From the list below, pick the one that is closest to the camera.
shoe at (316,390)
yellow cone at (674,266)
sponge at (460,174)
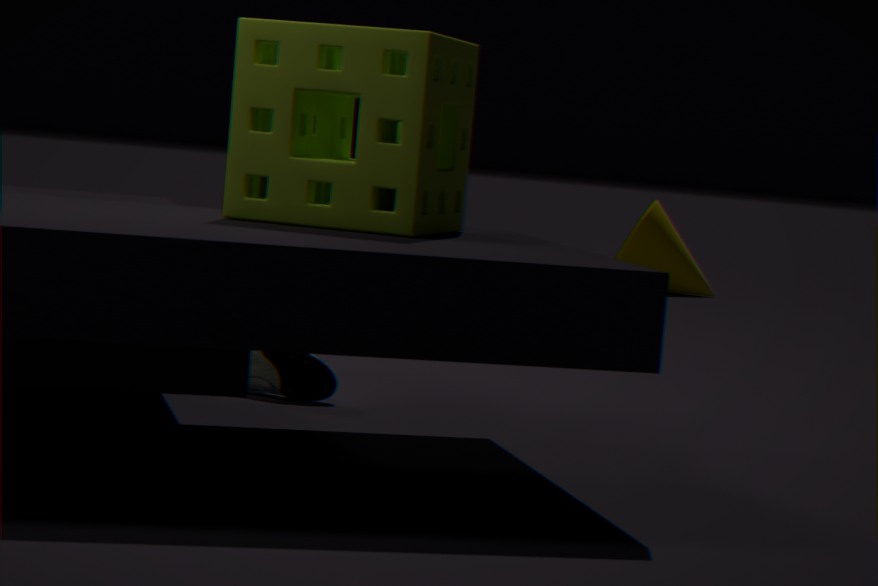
sponge at (460,174)
